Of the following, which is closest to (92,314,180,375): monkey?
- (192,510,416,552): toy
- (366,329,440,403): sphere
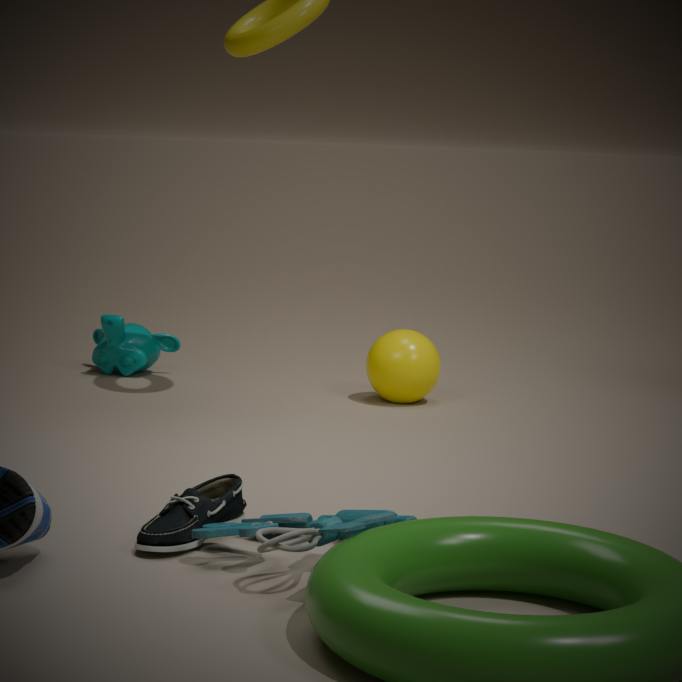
(366,329,440,403): sphere
